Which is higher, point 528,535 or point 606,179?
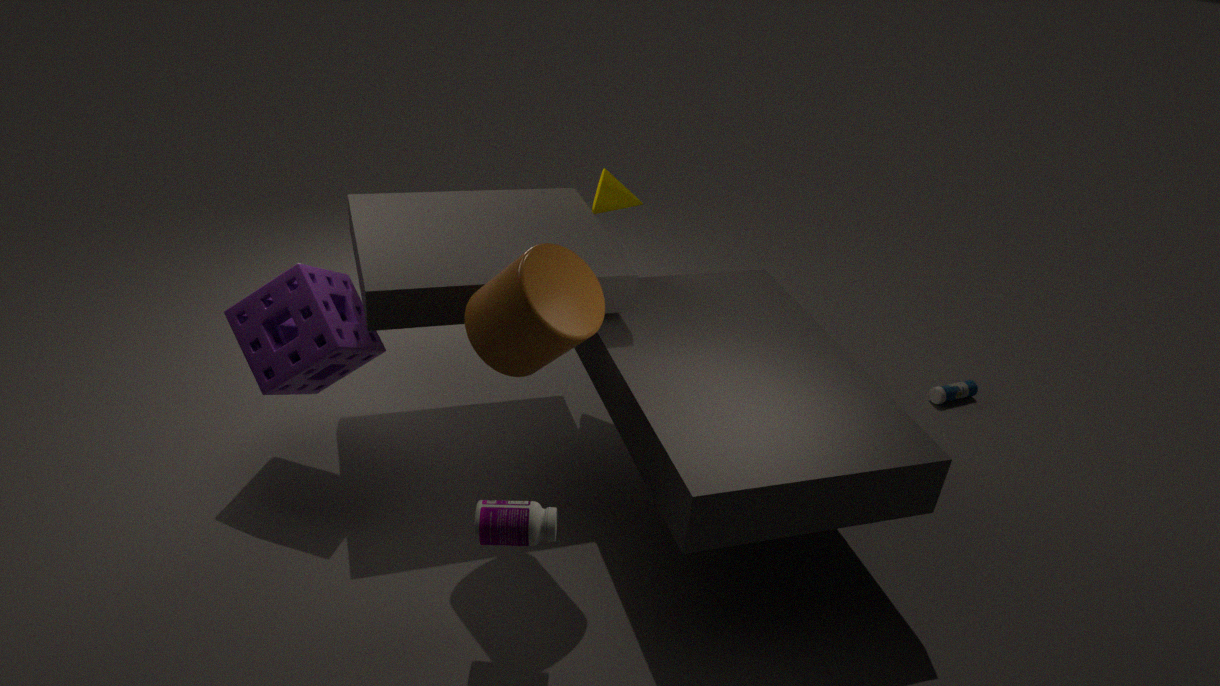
point 606,179
